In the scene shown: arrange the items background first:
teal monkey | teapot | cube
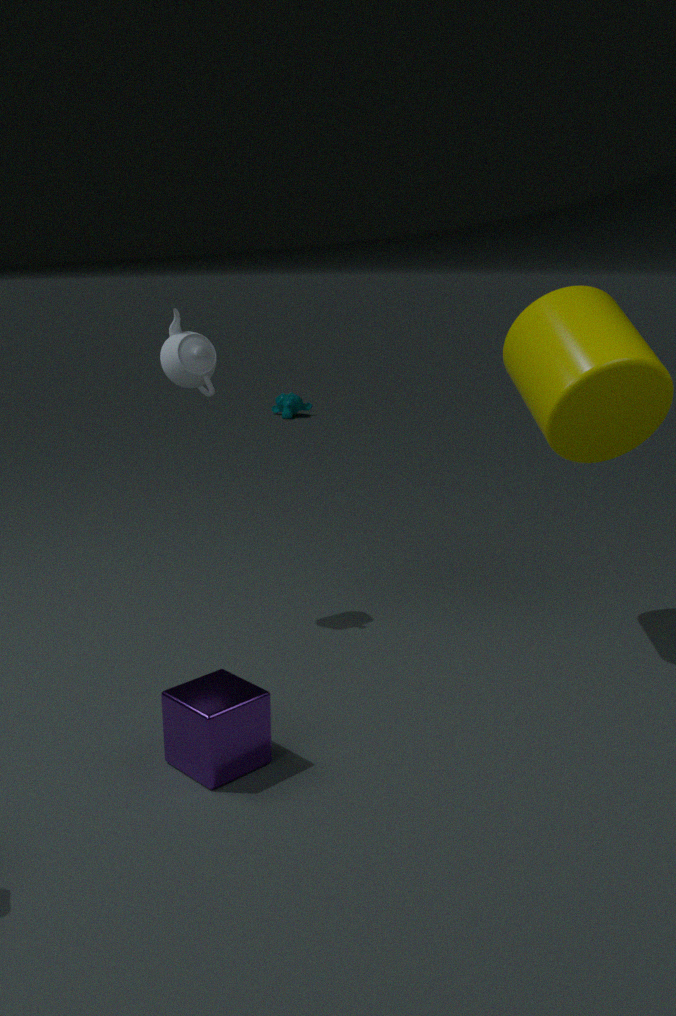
teal monkey < teapot < cube
